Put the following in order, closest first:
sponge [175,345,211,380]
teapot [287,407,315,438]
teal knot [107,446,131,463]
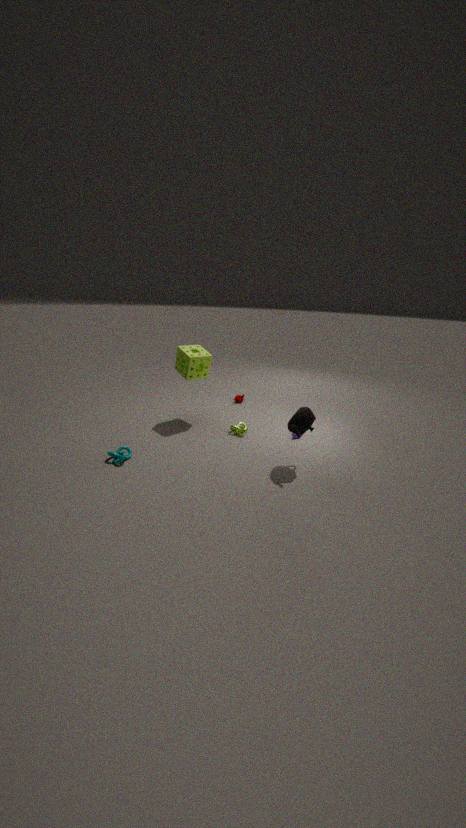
teapot [287,407,315,438] → teal knot [107,446,131,463] → sponge [175,345,211,380]
